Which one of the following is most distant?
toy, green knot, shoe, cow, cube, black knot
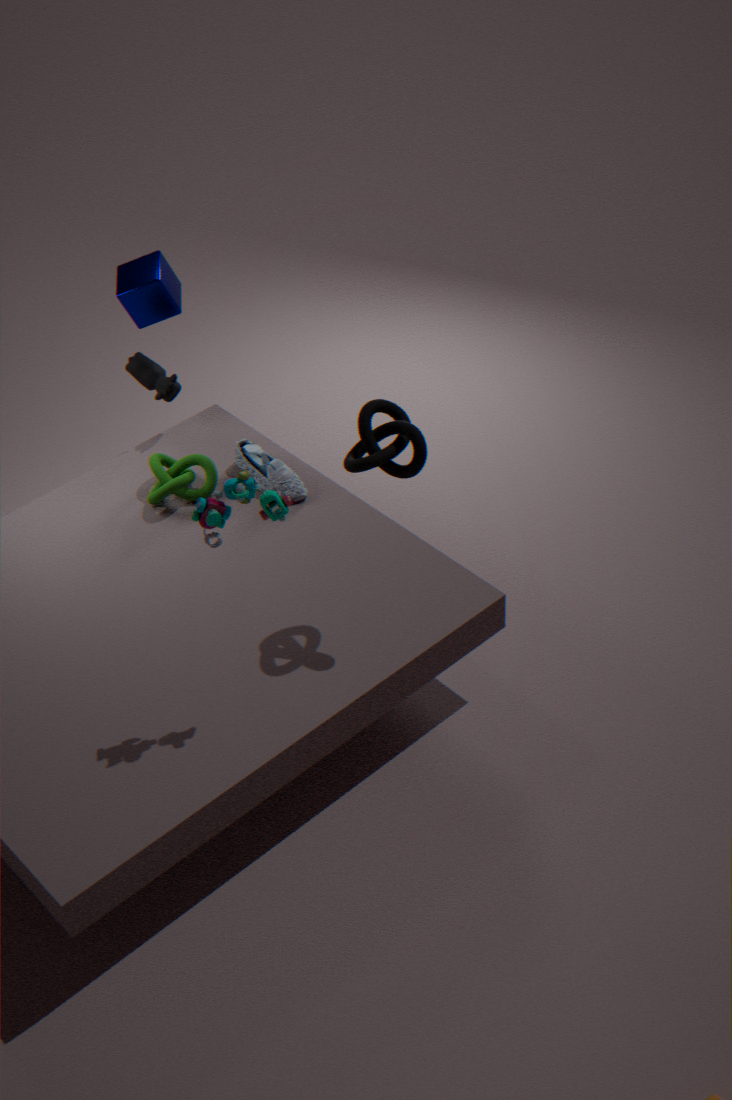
cow
